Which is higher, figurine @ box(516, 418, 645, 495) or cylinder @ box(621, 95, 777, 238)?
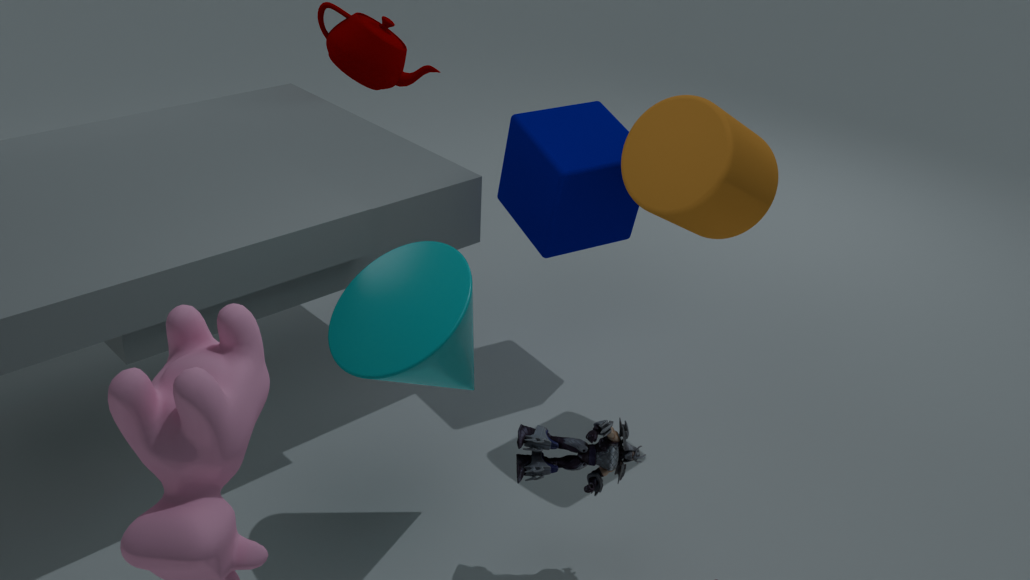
cylinder @ box(621, 95, 777, 238)
